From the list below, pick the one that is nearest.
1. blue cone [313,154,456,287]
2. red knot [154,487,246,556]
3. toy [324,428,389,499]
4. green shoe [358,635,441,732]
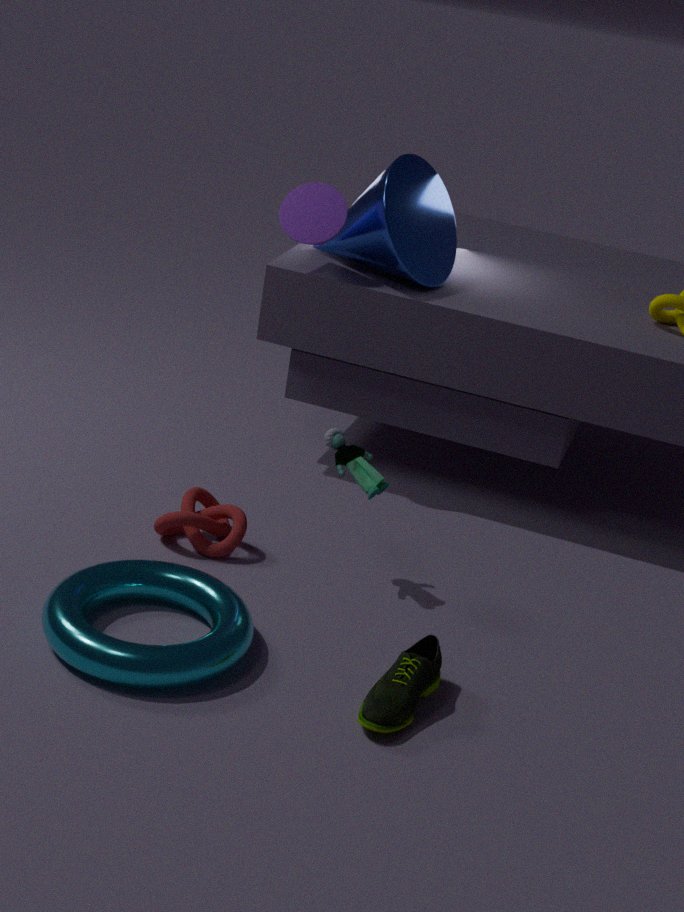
green shoe [358,635,441,732]
